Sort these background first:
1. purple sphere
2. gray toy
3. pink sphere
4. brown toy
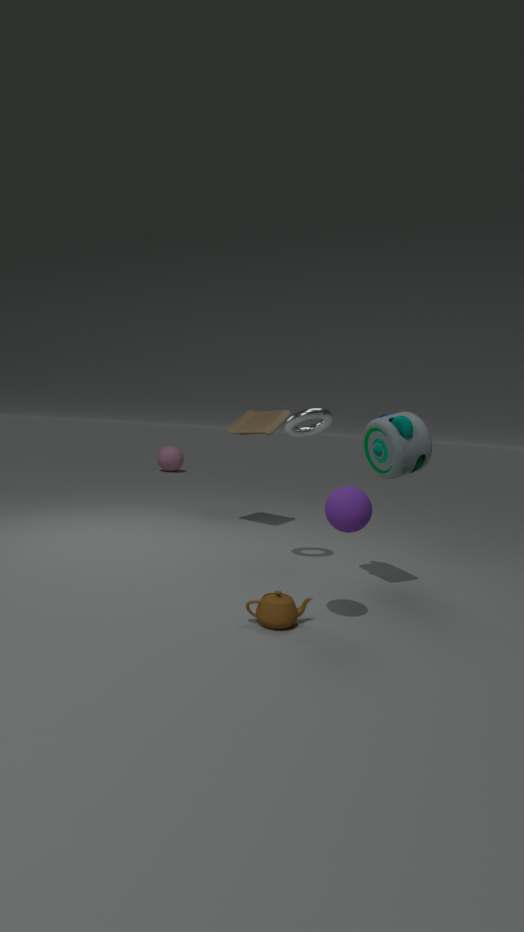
pink sphere < brown toy < gray toy < purple sphere
